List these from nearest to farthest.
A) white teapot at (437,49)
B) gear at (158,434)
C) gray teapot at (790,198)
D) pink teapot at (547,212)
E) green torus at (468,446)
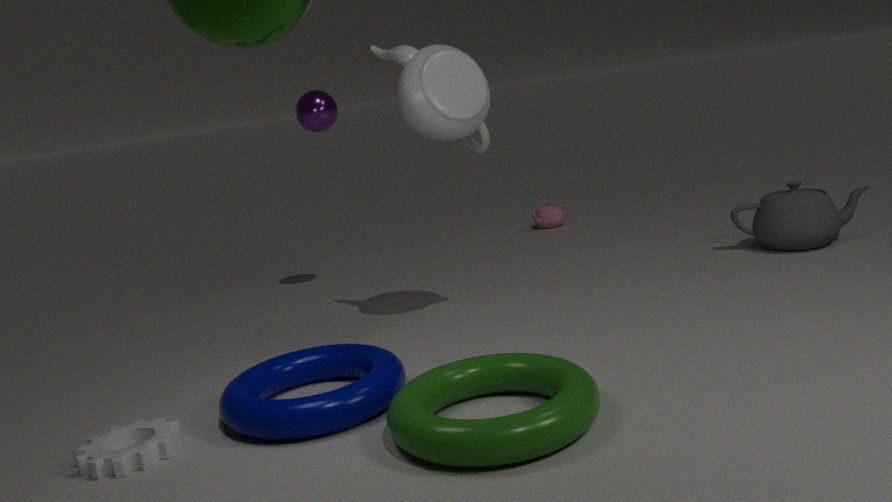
green torus at (468,446), gear at (158,434), white teapot at (437,49), gray teapot at (790,198), pink teapot at (547,212)
